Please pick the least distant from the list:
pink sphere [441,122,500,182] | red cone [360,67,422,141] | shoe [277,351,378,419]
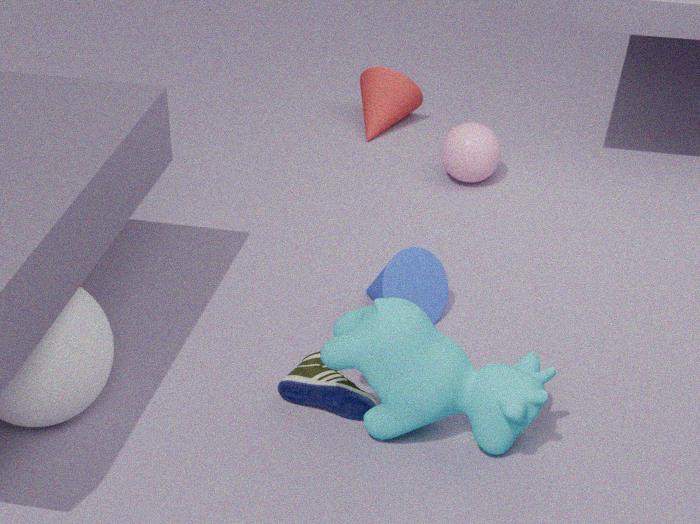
shoe [277,351,378,419]
